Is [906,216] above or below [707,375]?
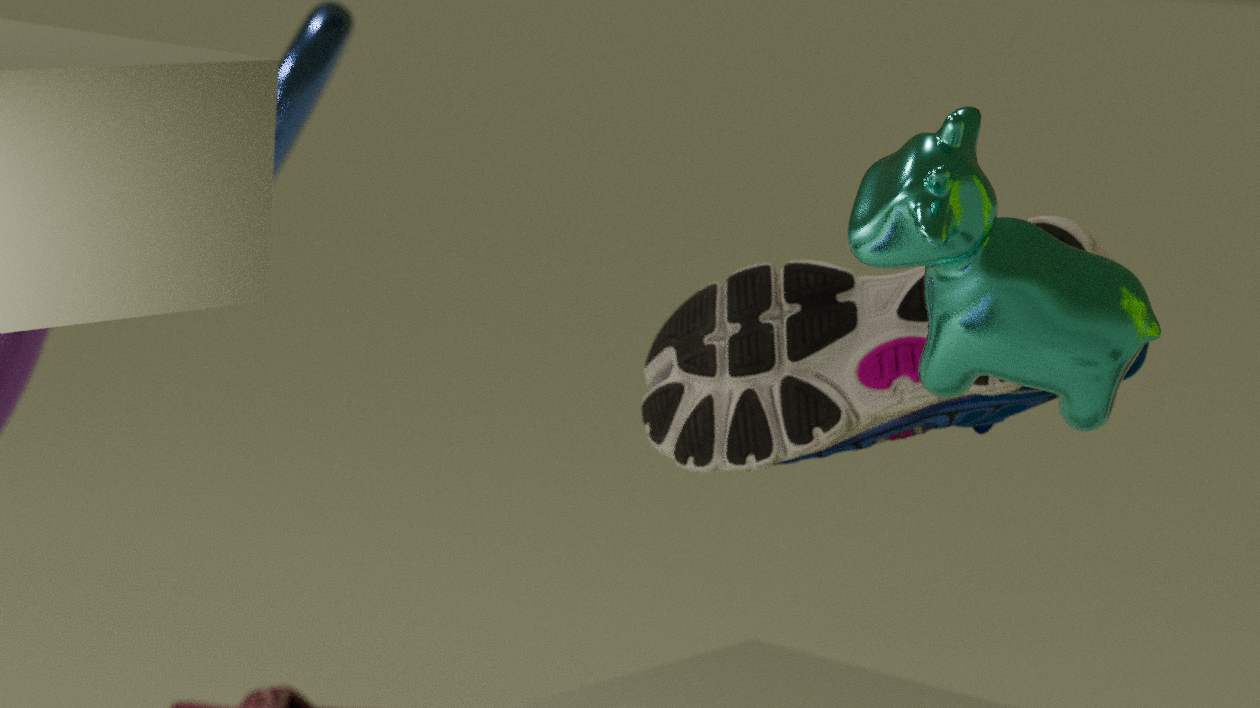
above
